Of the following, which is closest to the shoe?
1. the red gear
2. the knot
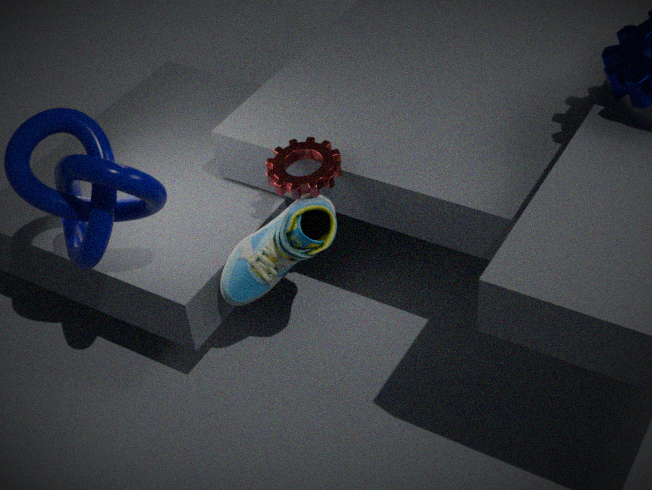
the red gear
